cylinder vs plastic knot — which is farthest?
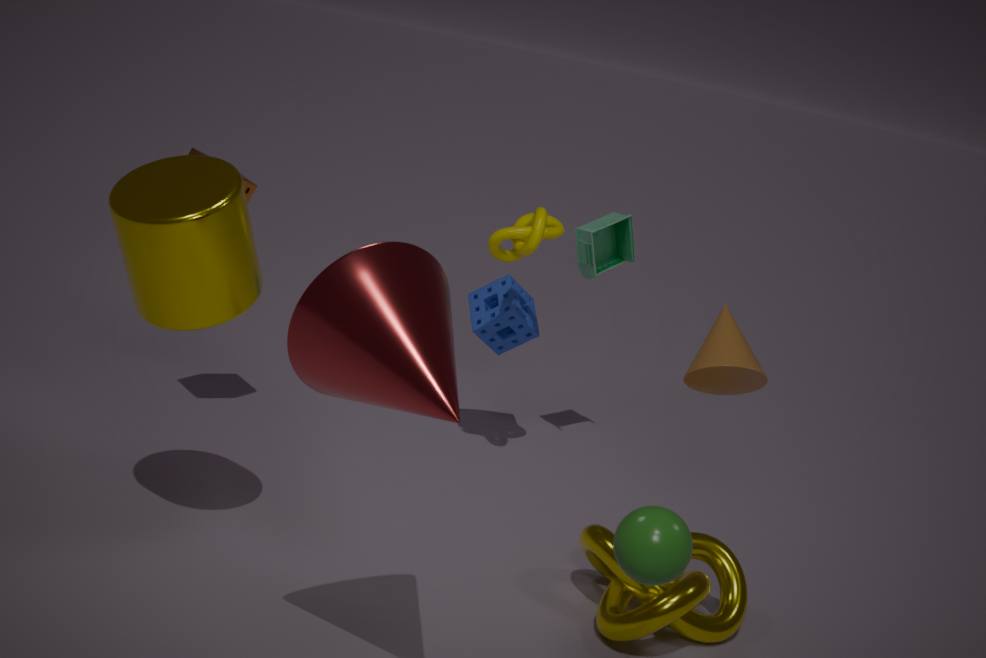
plastic knot
